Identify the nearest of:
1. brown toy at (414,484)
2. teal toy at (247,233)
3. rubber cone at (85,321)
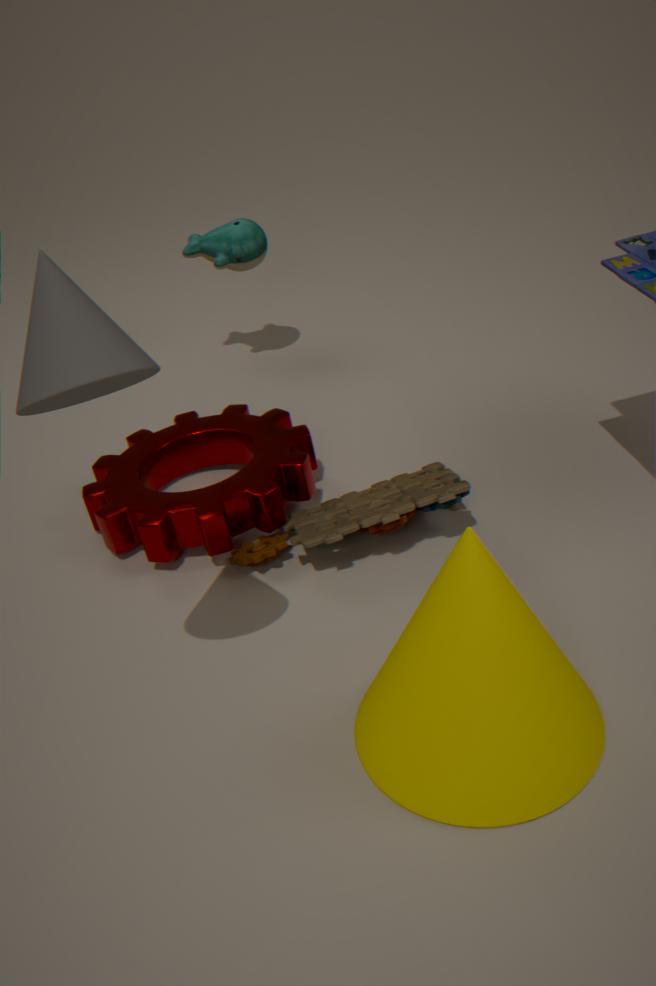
rubber cone at (85,321)
